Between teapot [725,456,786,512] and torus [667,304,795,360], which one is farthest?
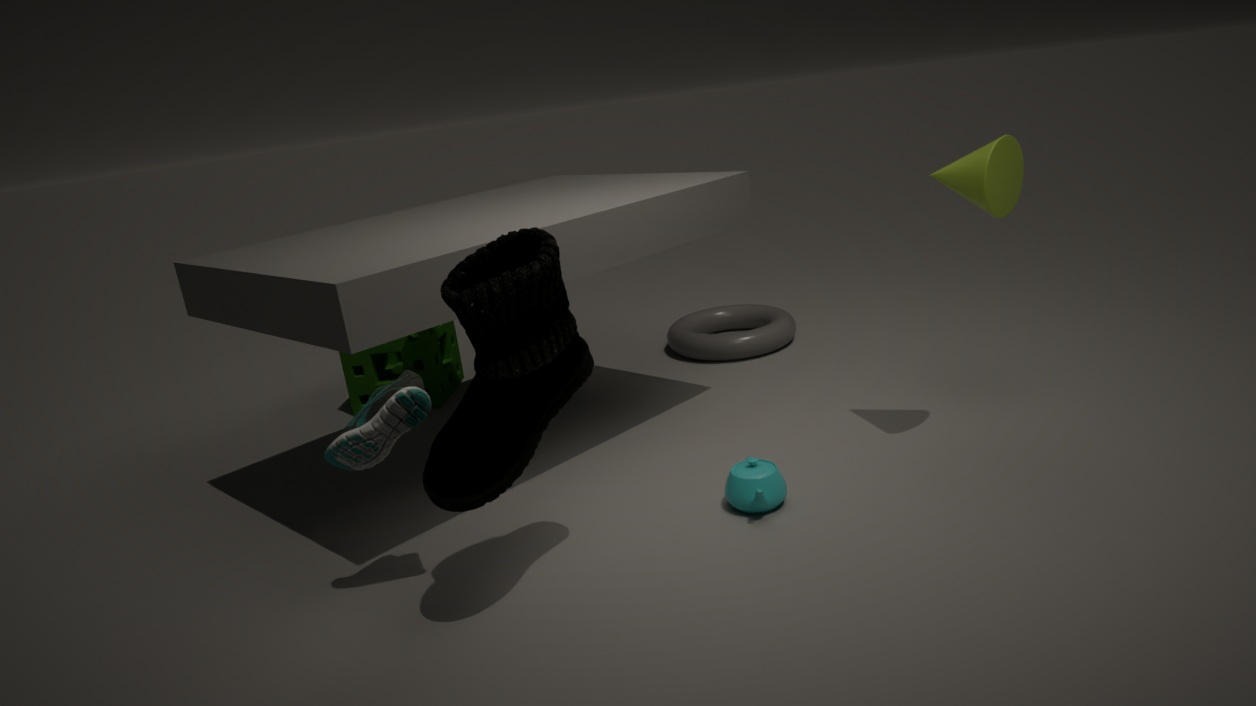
torus [667,304,795,360]
